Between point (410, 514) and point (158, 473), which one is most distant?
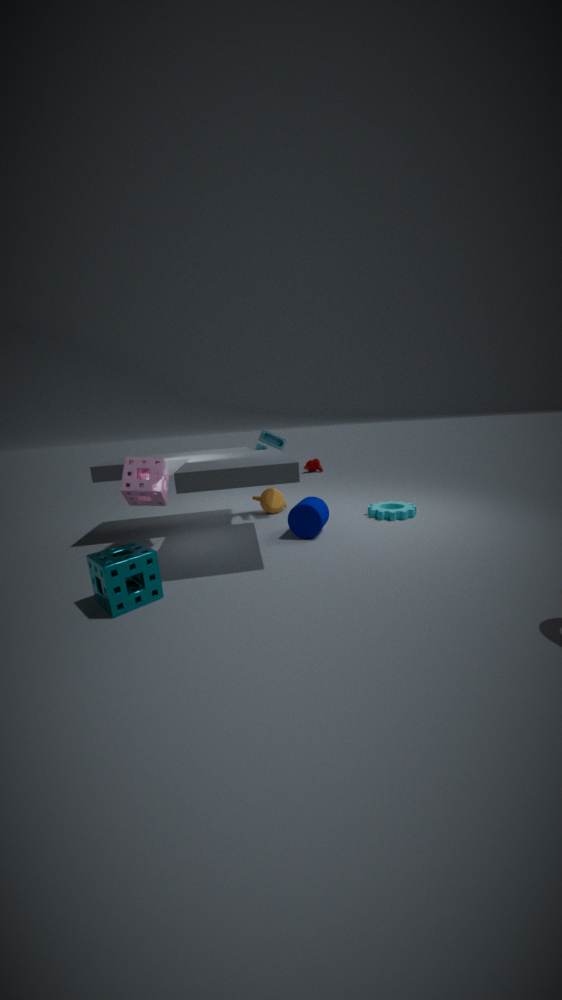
point (410, 514)
